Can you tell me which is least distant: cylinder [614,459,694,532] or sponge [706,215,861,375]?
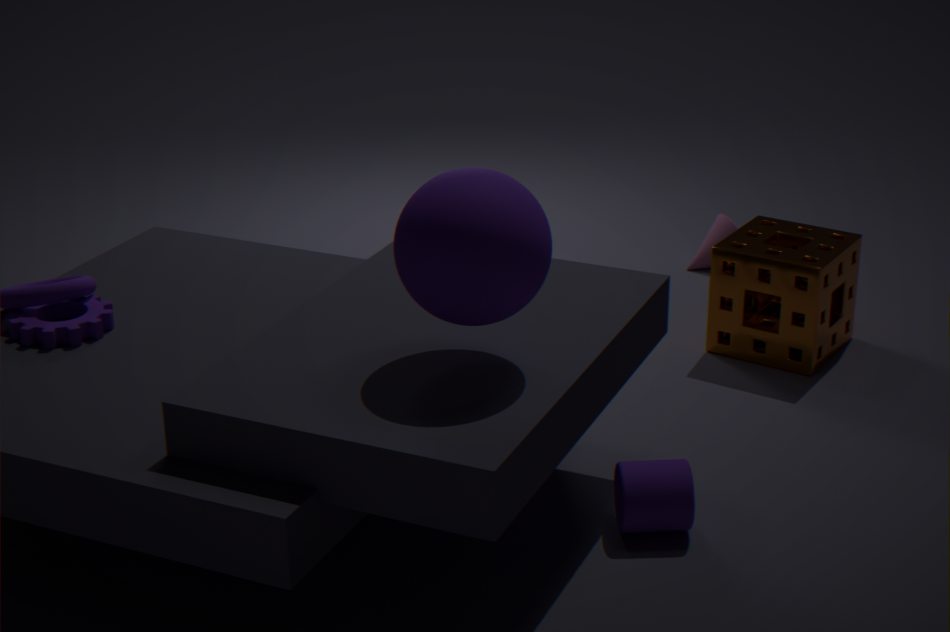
cylinder [614,459,694,532]
